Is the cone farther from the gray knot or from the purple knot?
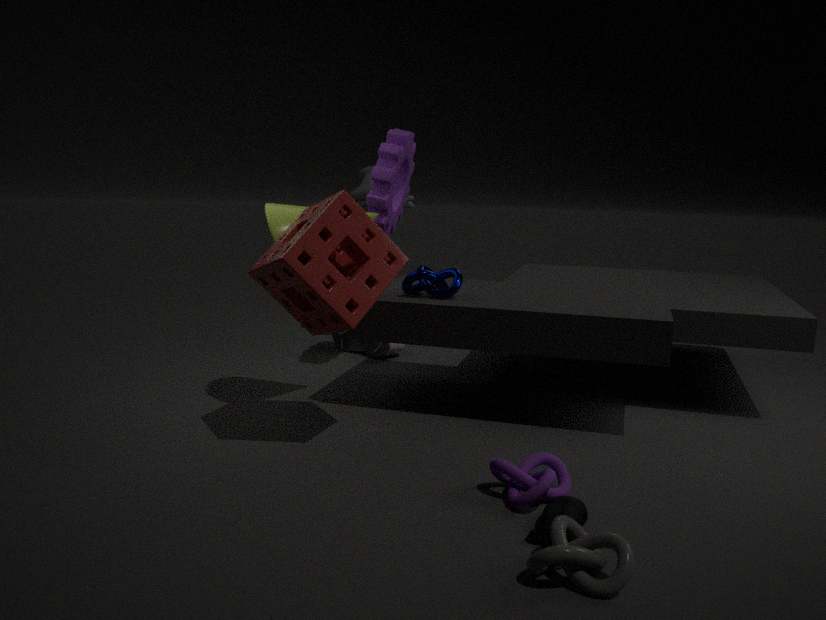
the gray knot
